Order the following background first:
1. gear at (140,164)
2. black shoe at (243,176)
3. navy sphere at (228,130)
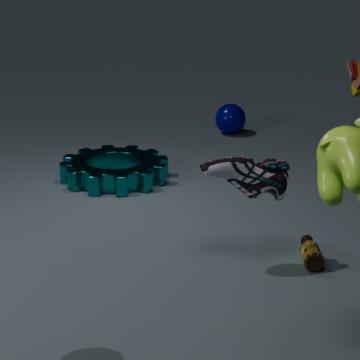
navy sphere at (228,130) → gear at (140,164) → black shoe at (243,176)
